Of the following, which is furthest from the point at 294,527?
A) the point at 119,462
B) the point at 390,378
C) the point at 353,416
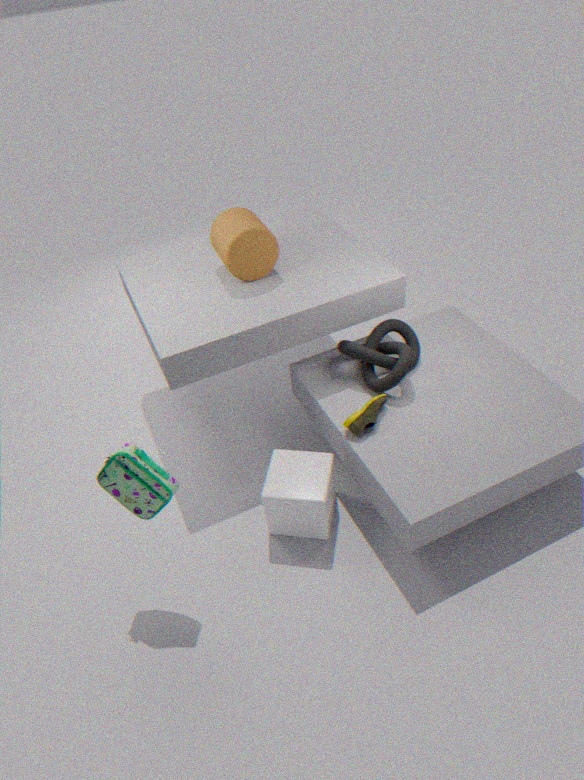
the point at 390,378
